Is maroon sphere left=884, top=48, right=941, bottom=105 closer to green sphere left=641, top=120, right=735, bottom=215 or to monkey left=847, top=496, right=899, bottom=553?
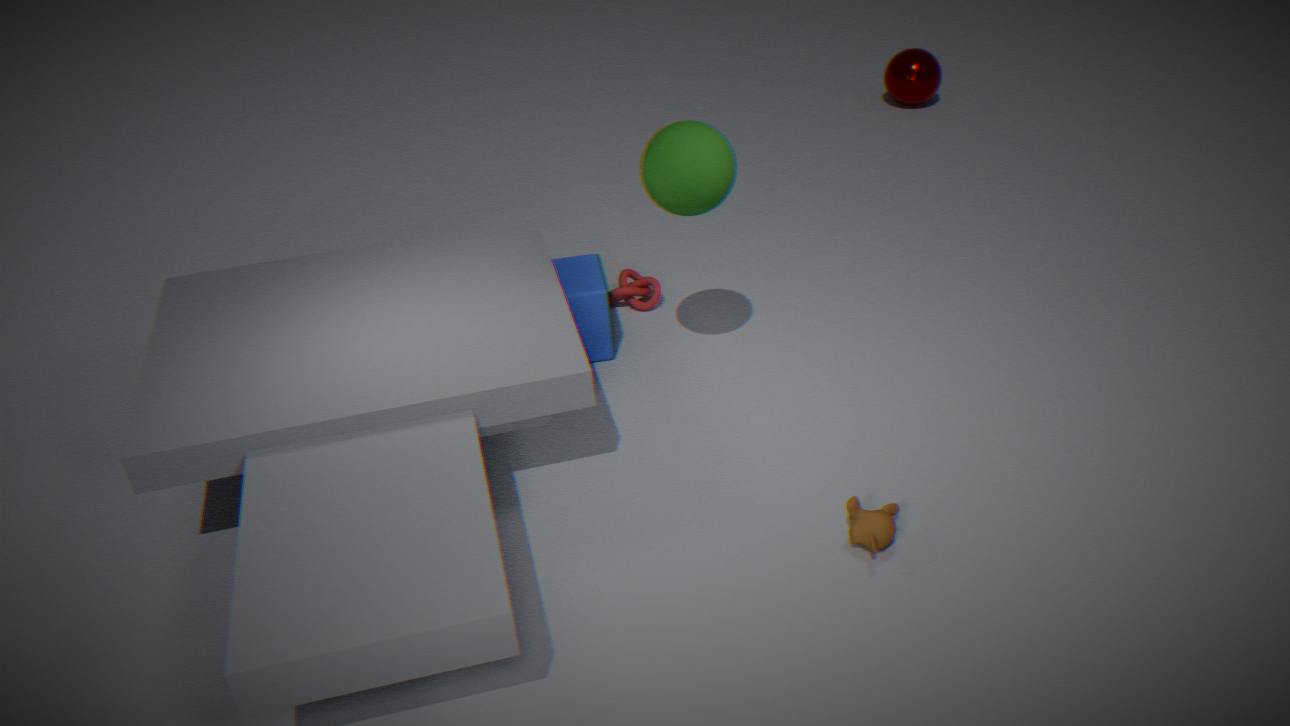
green sphere left=641, top=120, right=735, bottom=215
